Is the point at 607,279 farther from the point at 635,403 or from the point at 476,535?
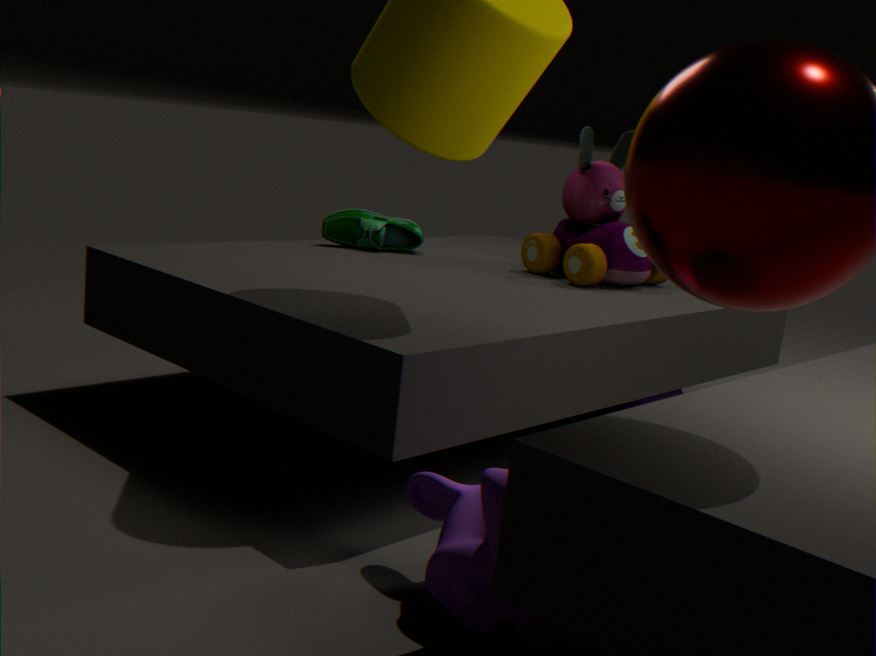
the point at 476,535
